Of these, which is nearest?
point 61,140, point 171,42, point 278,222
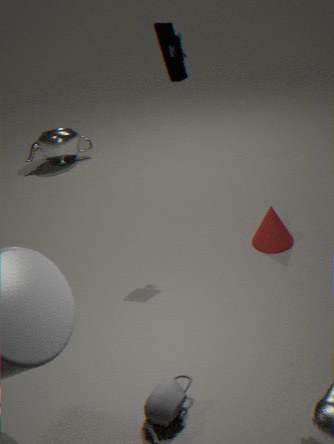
point 171,42
